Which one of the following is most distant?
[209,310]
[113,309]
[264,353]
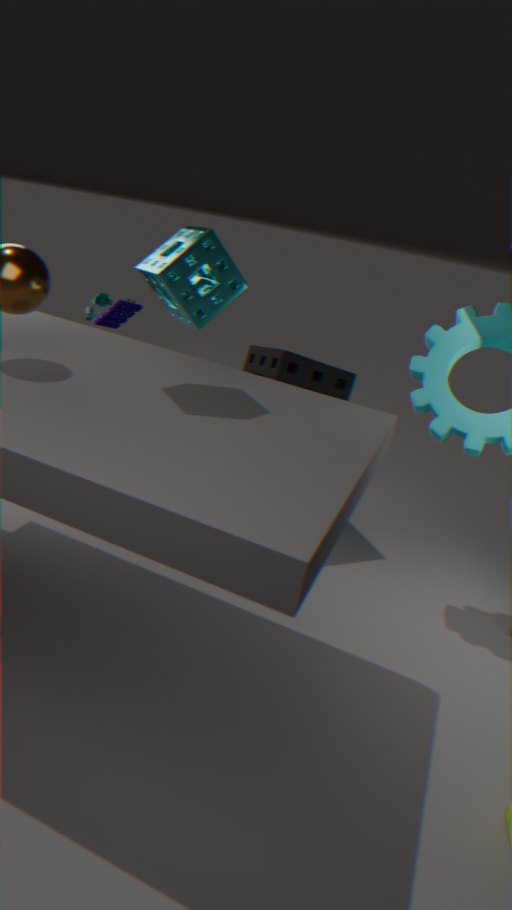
[113,309]
